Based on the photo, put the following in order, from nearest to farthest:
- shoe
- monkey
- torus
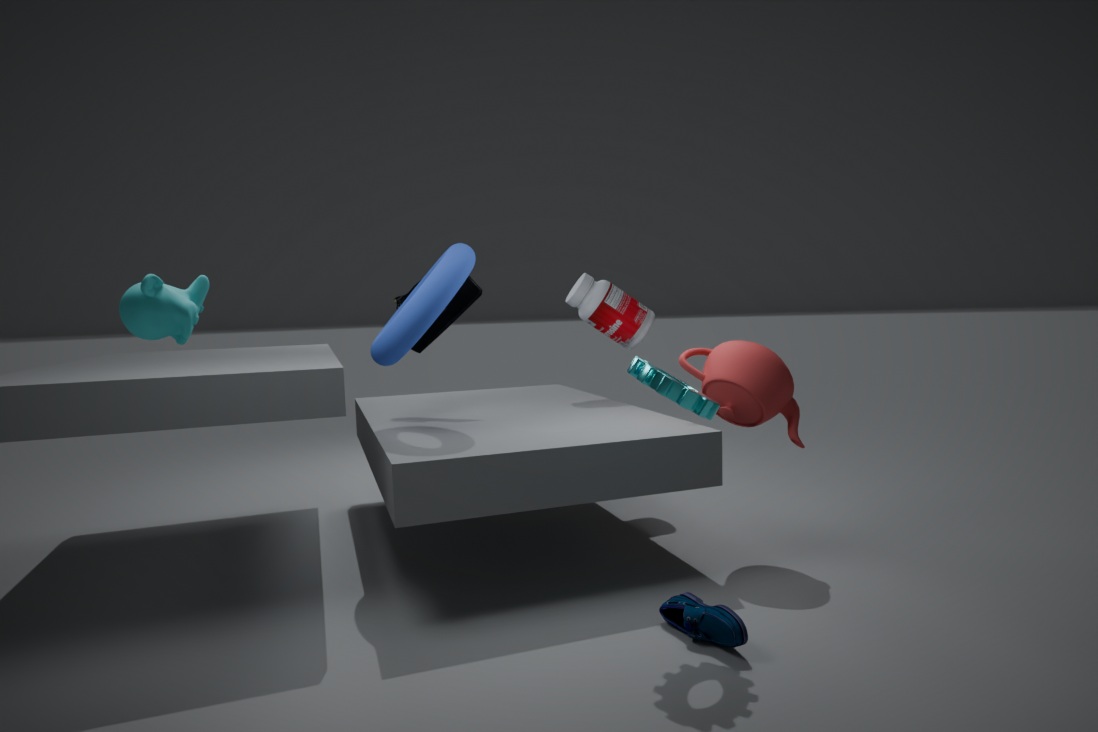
monkey
shoe
torus
